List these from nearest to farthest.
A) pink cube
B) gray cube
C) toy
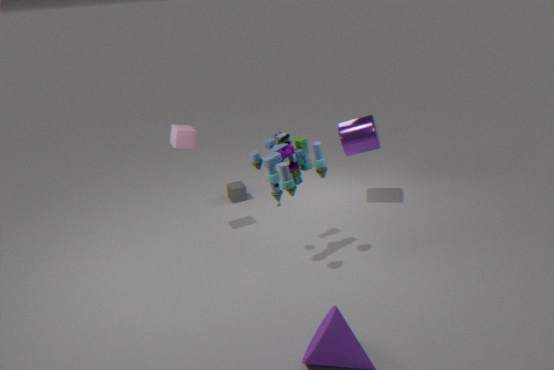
C. toy < A. pink cube < B. gray cube
